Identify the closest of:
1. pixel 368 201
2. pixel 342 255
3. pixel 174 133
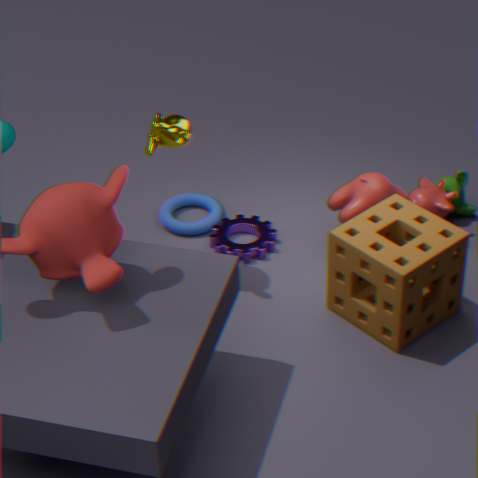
pixel 342 255
